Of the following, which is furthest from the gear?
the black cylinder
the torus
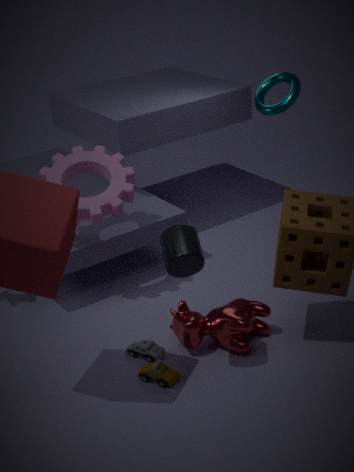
the torus
